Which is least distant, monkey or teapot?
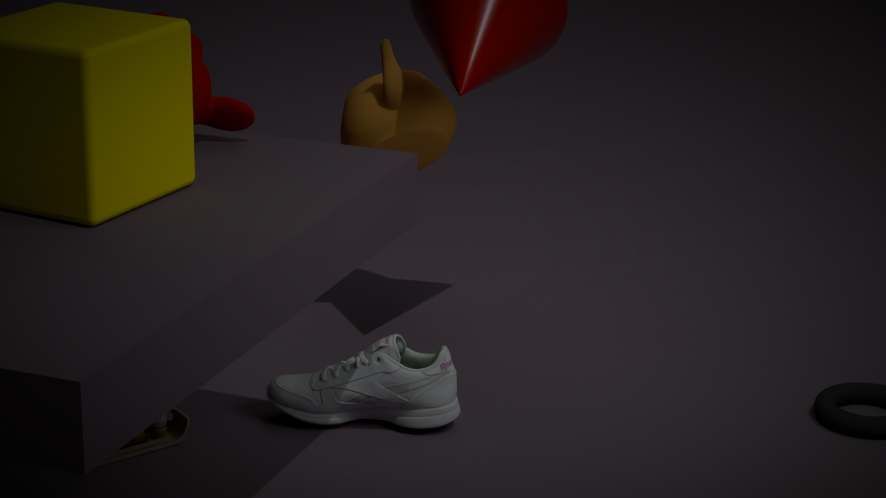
monkey
